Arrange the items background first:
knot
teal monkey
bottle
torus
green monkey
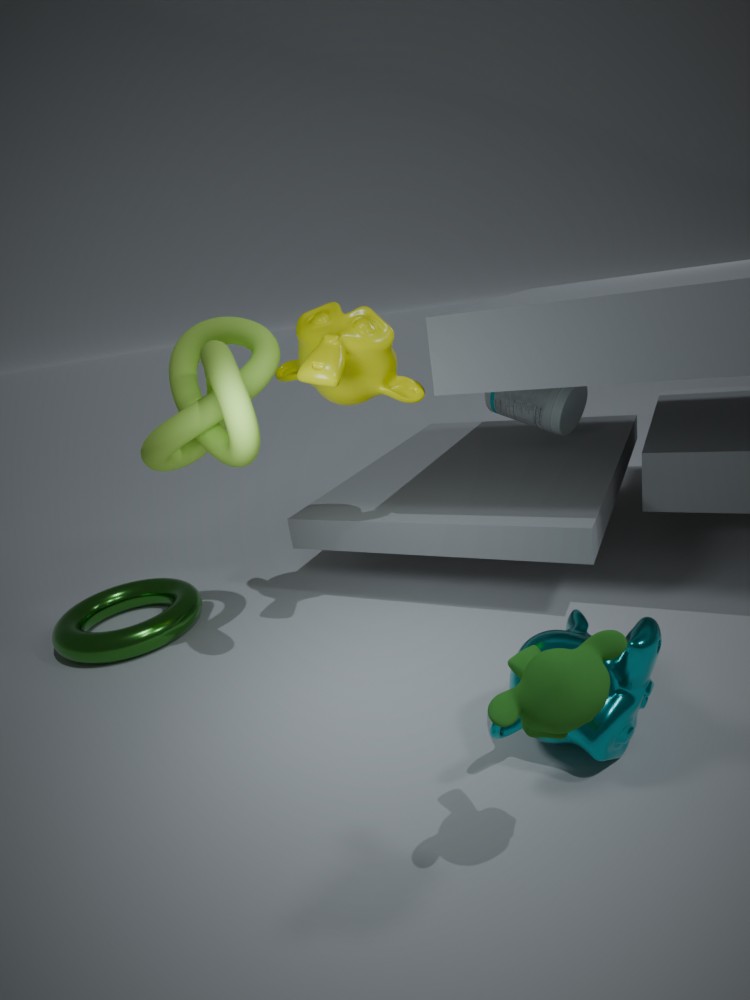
bottle < torus < knot < teal monkey < green monkey
